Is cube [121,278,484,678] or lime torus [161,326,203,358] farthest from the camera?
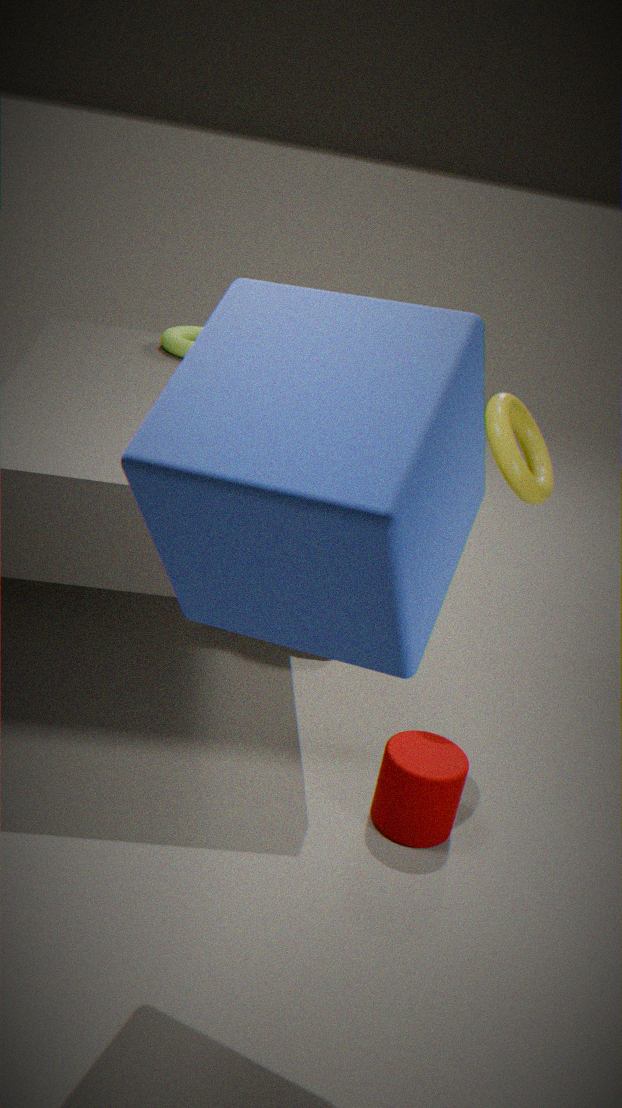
lime torus [161,326,203,358]
